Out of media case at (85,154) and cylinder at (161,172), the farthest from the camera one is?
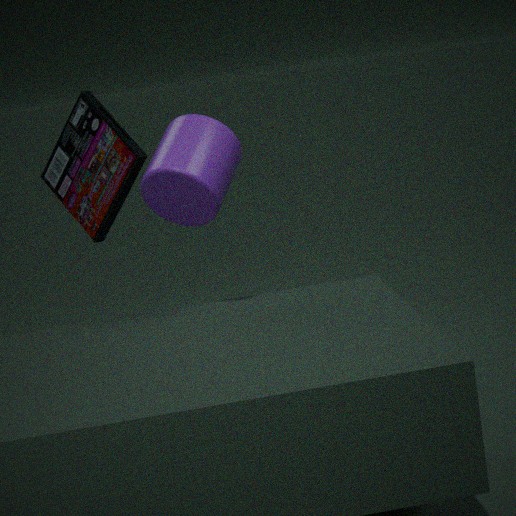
media case at (85,154)
